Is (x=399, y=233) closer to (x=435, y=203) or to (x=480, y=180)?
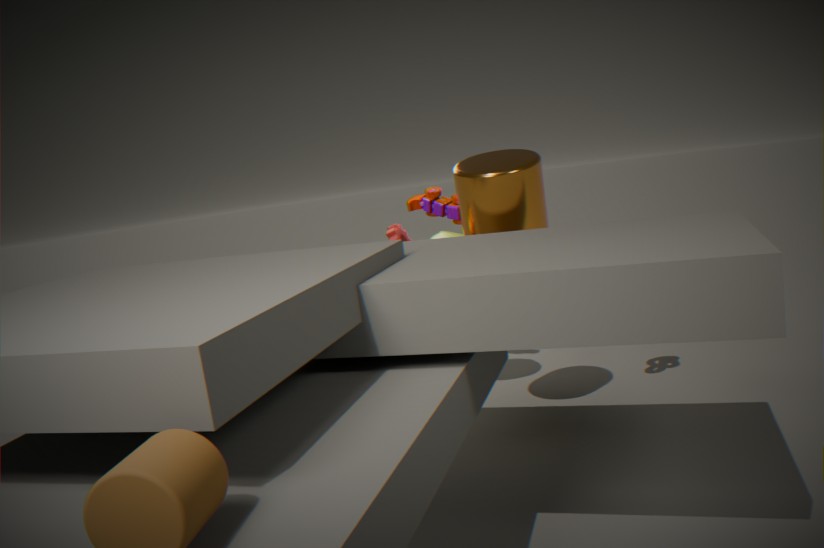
(x=435, y=203)
